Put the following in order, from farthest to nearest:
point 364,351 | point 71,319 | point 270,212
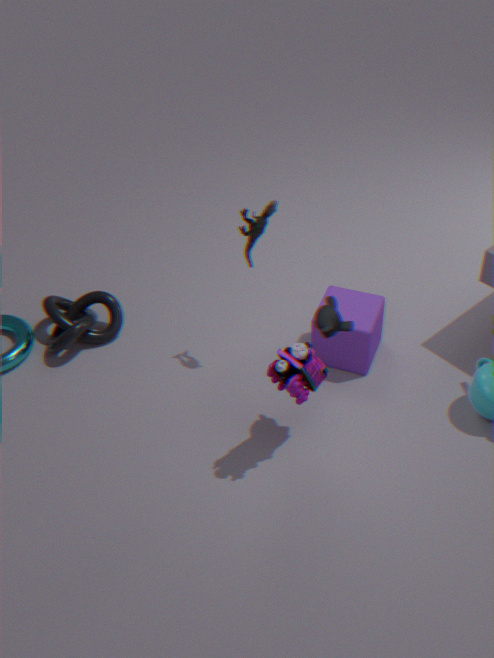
point 71,319
point 364,351
point 270,212
